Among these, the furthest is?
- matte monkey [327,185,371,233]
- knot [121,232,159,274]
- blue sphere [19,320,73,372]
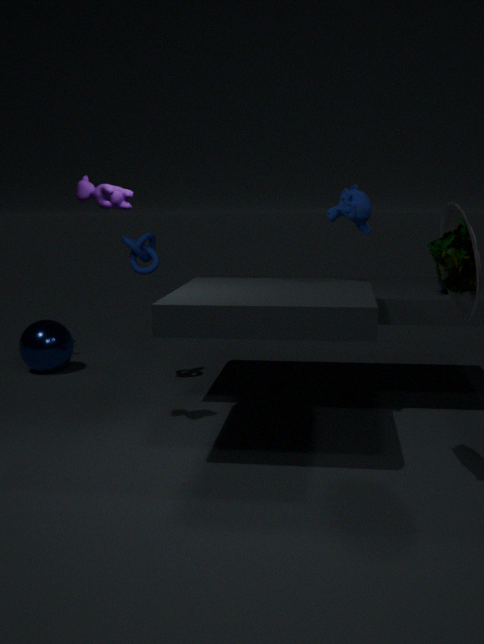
blue sphere [19,320,73,372]
